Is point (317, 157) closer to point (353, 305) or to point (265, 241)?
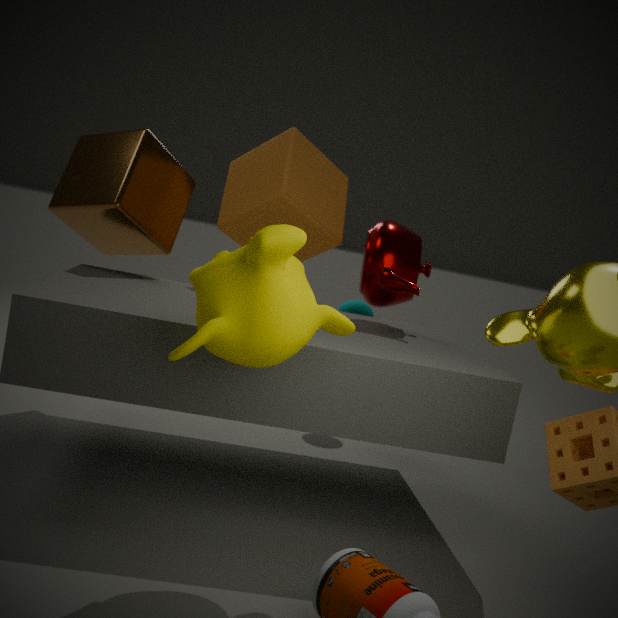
point (353, 305)
